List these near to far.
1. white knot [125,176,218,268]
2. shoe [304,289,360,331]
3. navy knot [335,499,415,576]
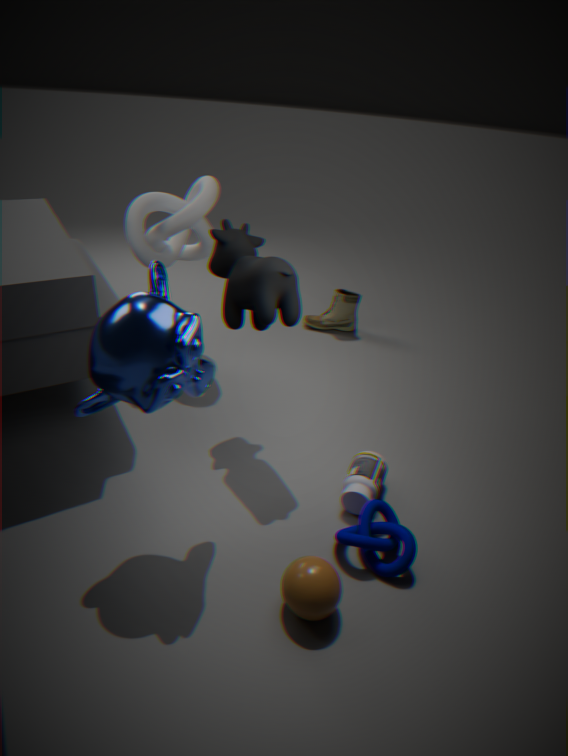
1. navy knot [335,499,415,576]
2. white knot [125,176,218,268]
3. shoe [304,289,360,331]
